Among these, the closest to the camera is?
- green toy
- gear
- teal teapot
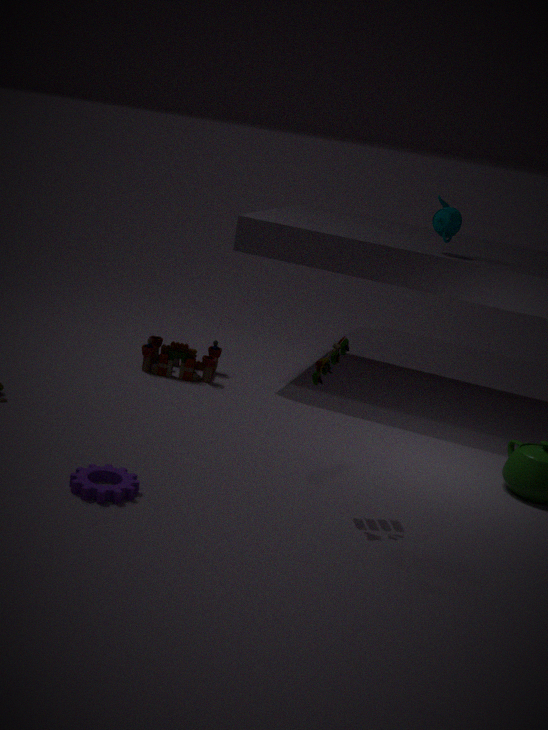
gear
